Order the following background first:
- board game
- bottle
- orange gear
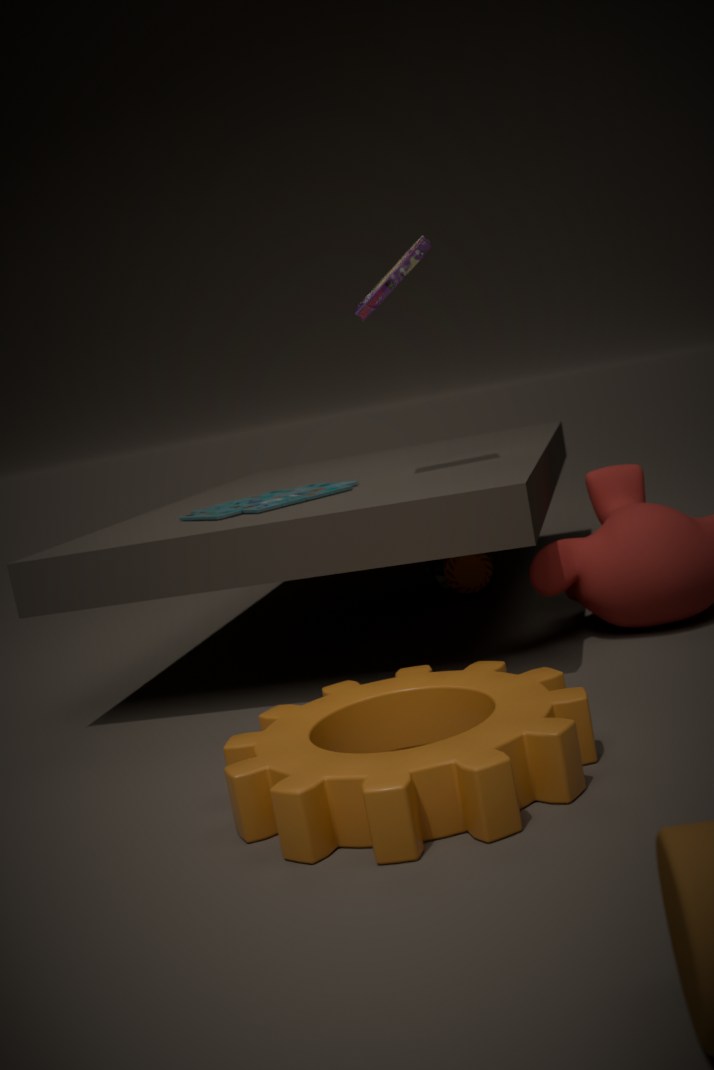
bottle → board game → orange gear
